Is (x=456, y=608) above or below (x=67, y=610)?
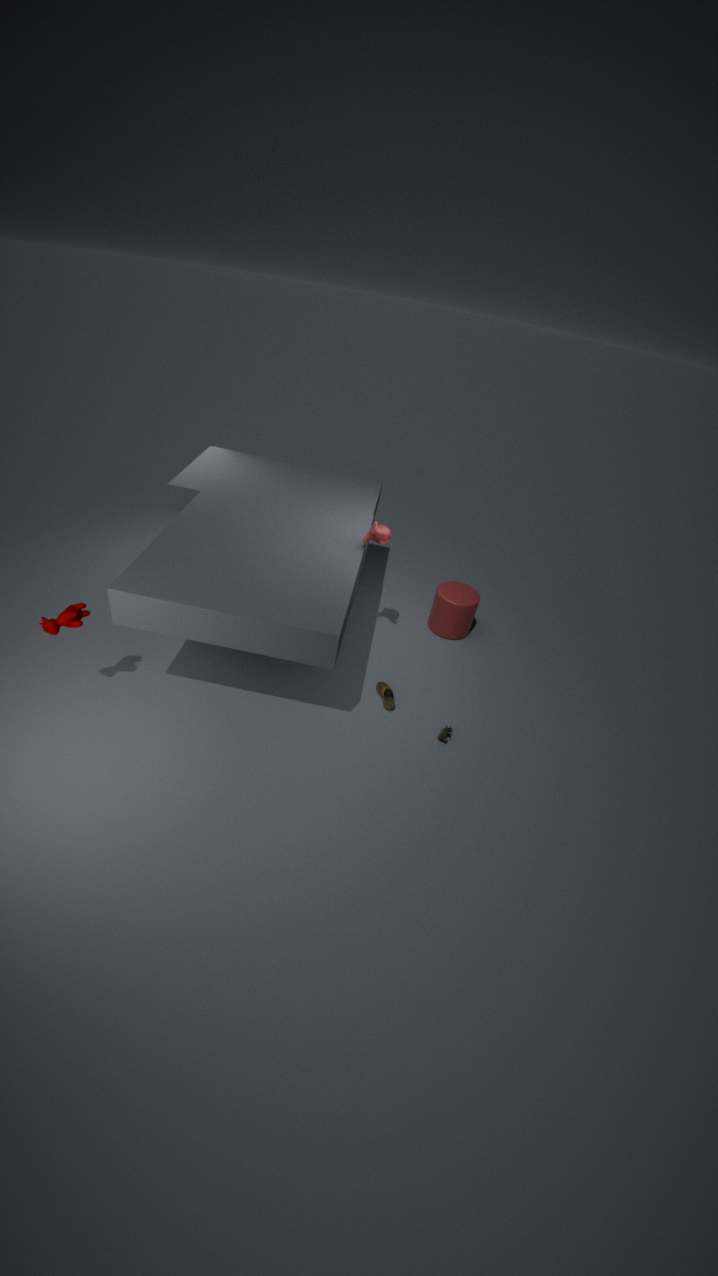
below
